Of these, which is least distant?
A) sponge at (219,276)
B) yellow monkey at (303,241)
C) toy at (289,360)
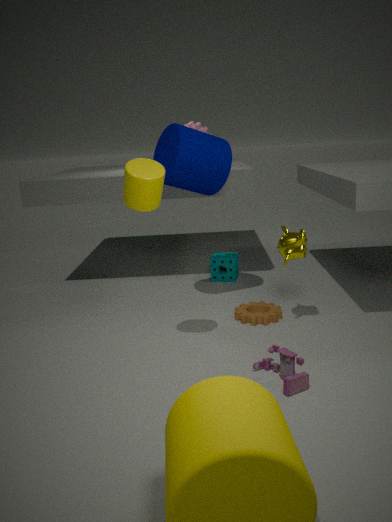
toy at (289,360)
